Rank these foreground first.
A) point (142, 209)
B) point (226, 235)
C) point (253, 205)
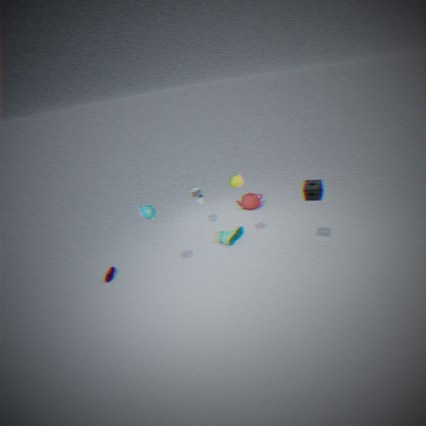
point (142, 209)
point (226, 235)
point (253, 205)
